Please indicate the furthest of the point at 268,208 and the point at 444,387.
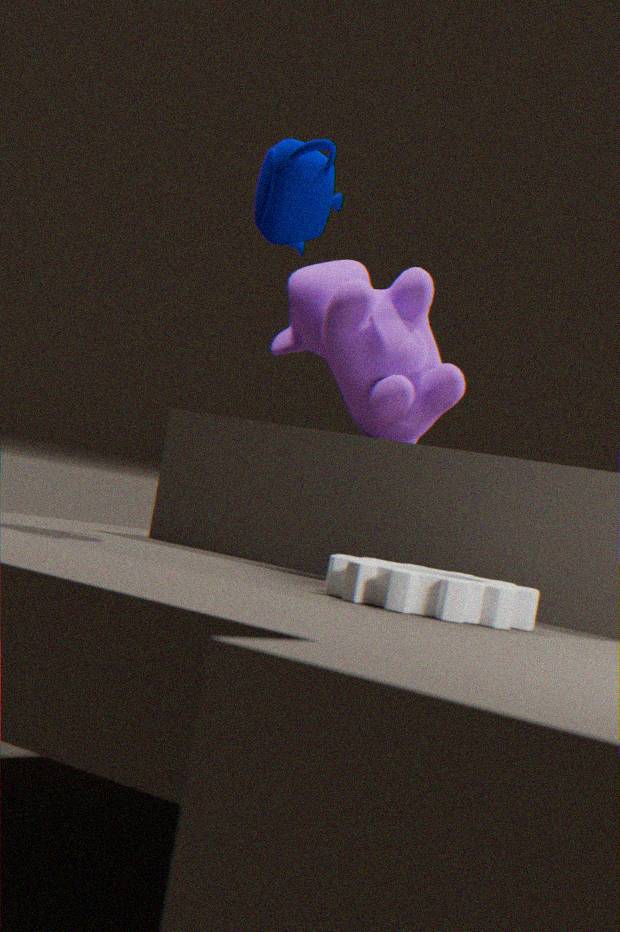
the point at 444,387
